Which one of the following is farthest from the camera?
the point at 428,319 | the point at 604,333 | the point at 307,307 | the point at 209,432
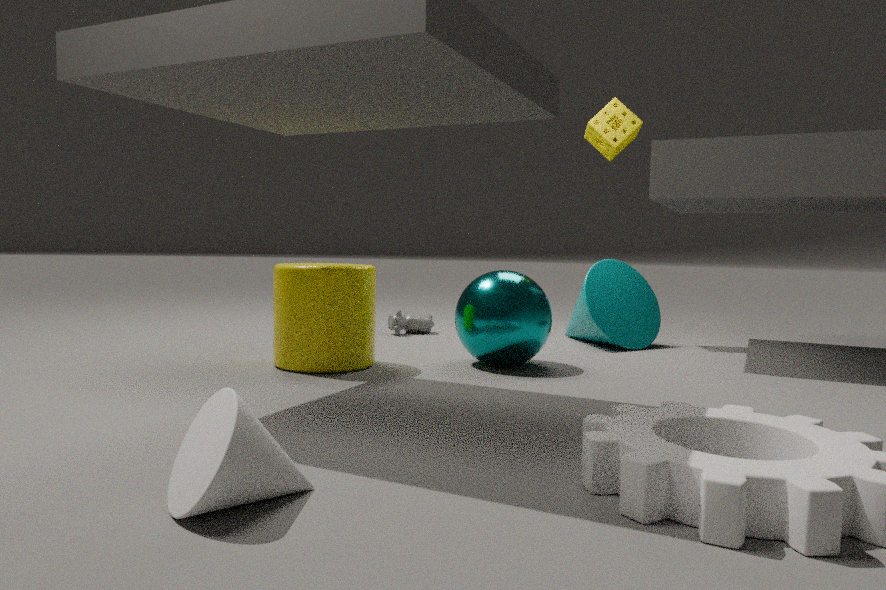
the point at 428,319
